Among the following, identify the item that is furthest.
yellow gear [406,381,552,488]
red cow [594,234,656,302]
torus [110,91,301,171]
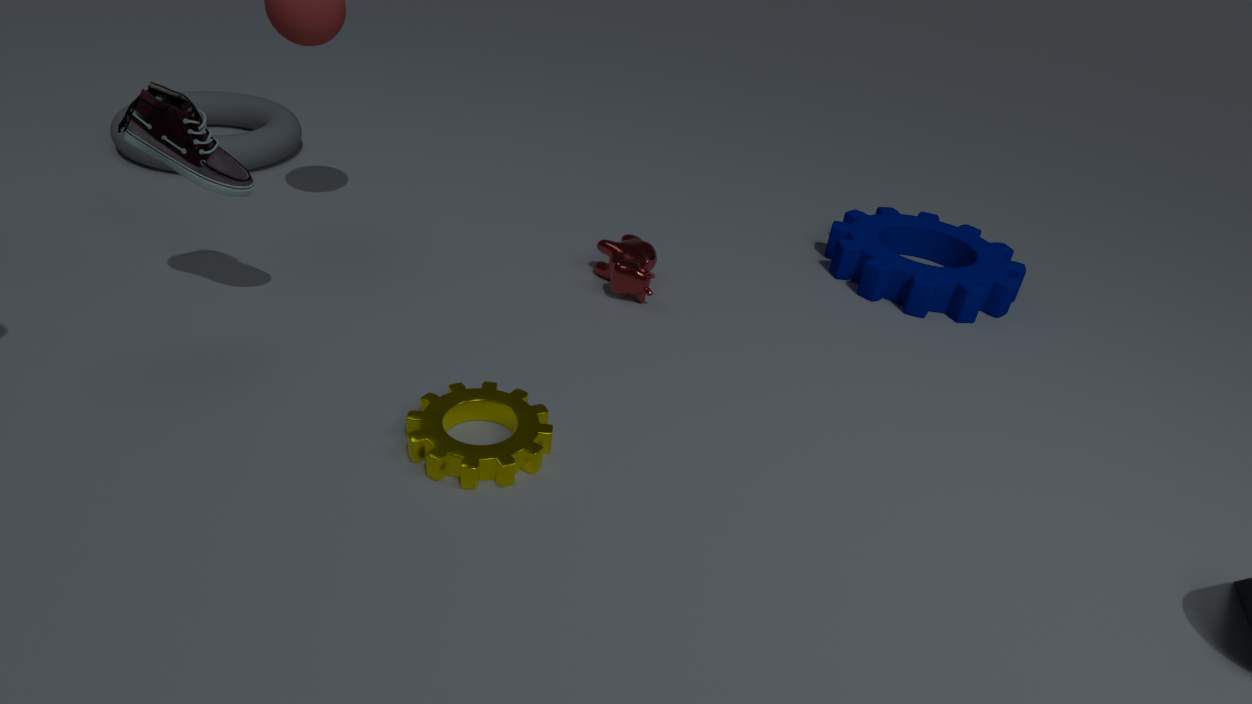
torus [110,91,301,171]
